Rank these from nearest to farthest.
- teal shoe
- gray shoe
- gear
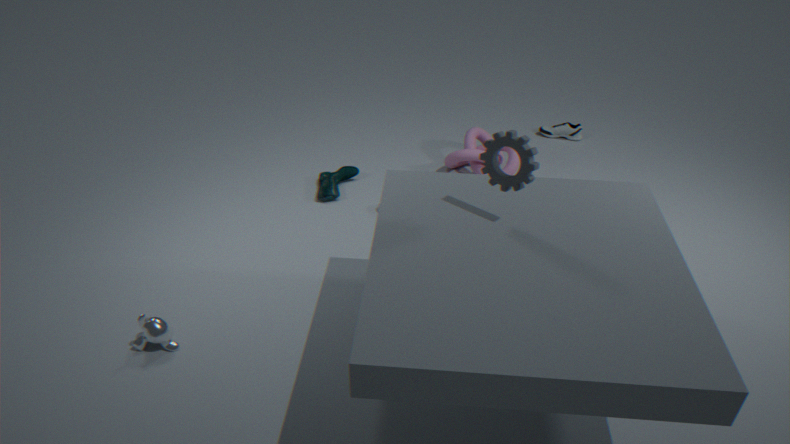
gear → teal shoe → gray shoe
